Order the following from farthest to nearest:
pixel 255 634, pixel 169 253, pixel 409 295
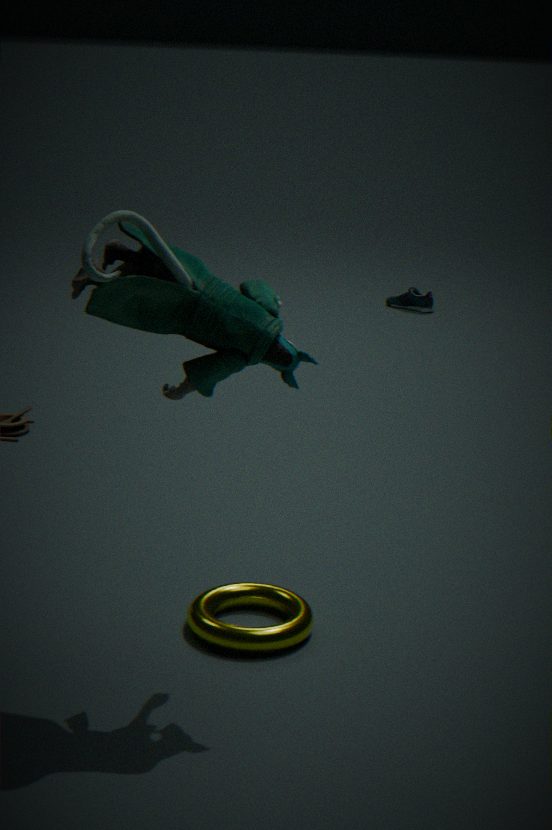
pixel 409 295 → pixel 255 634 → pixel 169 253
